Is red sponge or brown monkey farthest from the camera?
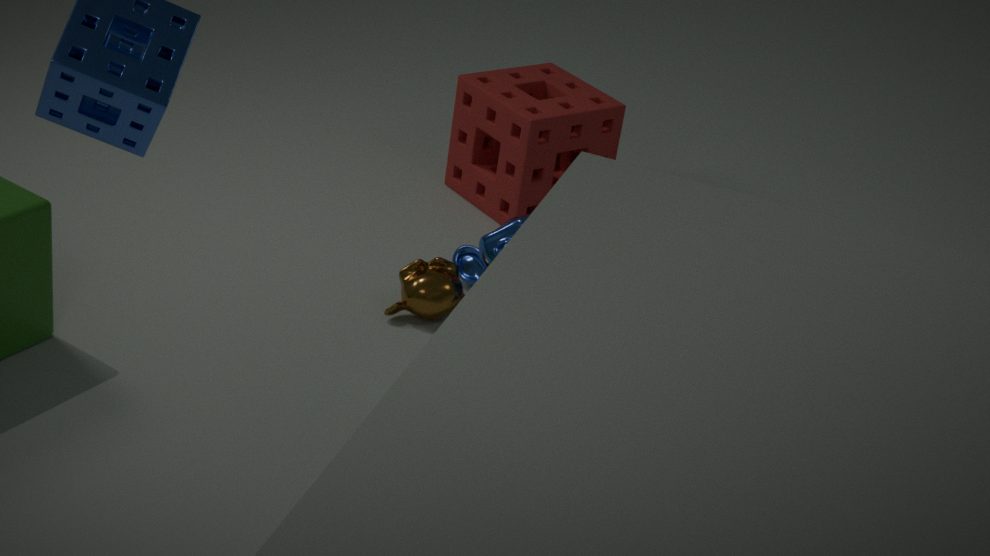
red sponge
